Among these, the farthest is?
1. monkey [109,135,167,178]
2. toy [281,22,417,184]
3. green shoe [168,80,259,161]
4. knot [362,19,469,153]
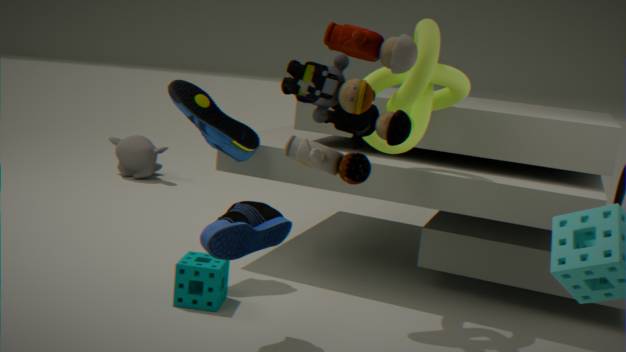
monkey [109,135,167,178]
